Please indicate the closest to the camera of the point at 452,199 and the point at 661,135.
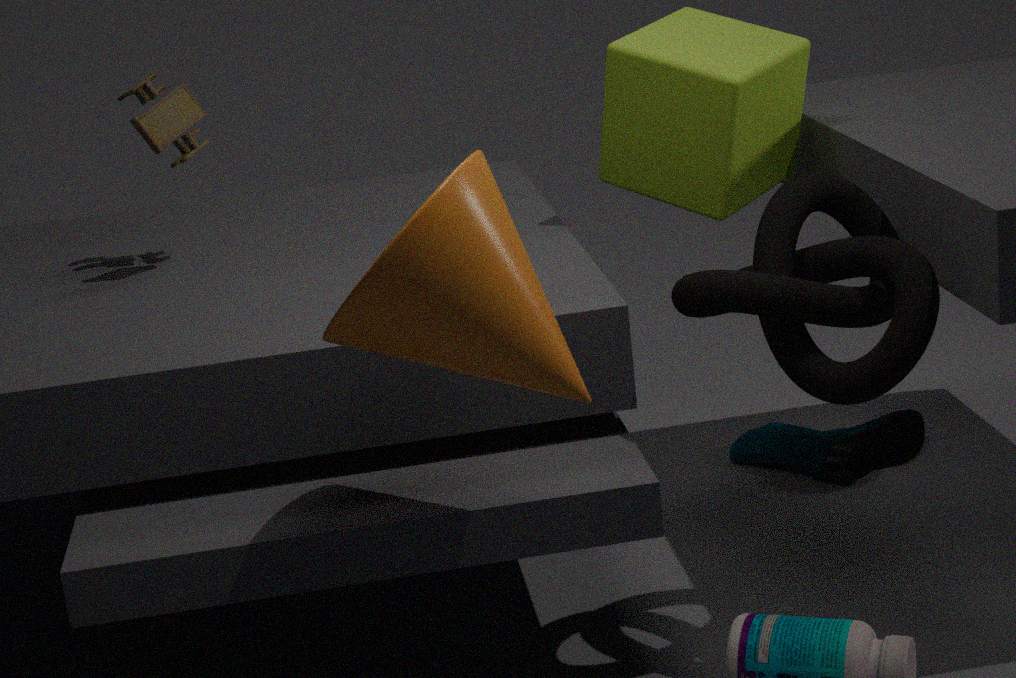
the point at 452,199
